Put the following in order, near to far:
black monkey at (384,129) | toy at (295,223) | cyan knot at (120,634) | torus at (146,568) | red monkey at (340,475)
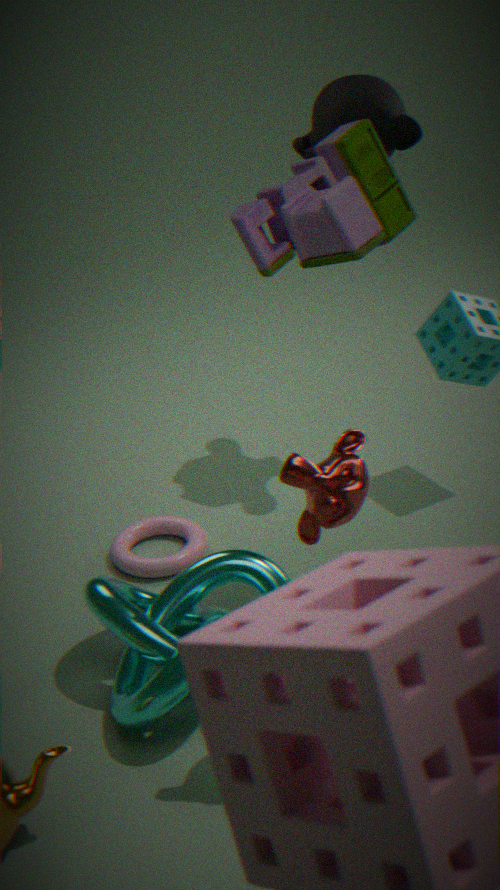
red monkey at (340,475), toy at (295,223), cyan knot at (120,634), black monkey at (384,129), torus at (146,568)
